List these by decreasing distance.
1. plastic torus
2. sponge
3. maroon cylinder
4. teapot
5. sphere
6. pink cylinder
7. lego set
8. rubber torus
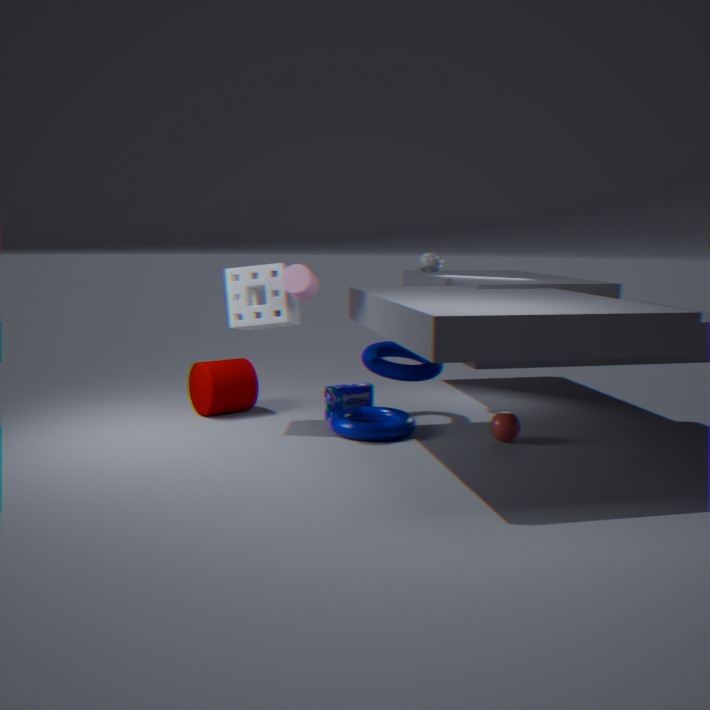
teapot, maroon cylinder, lego set, rubber torus, sponge, plastic torus, sphere, pink cylinder
